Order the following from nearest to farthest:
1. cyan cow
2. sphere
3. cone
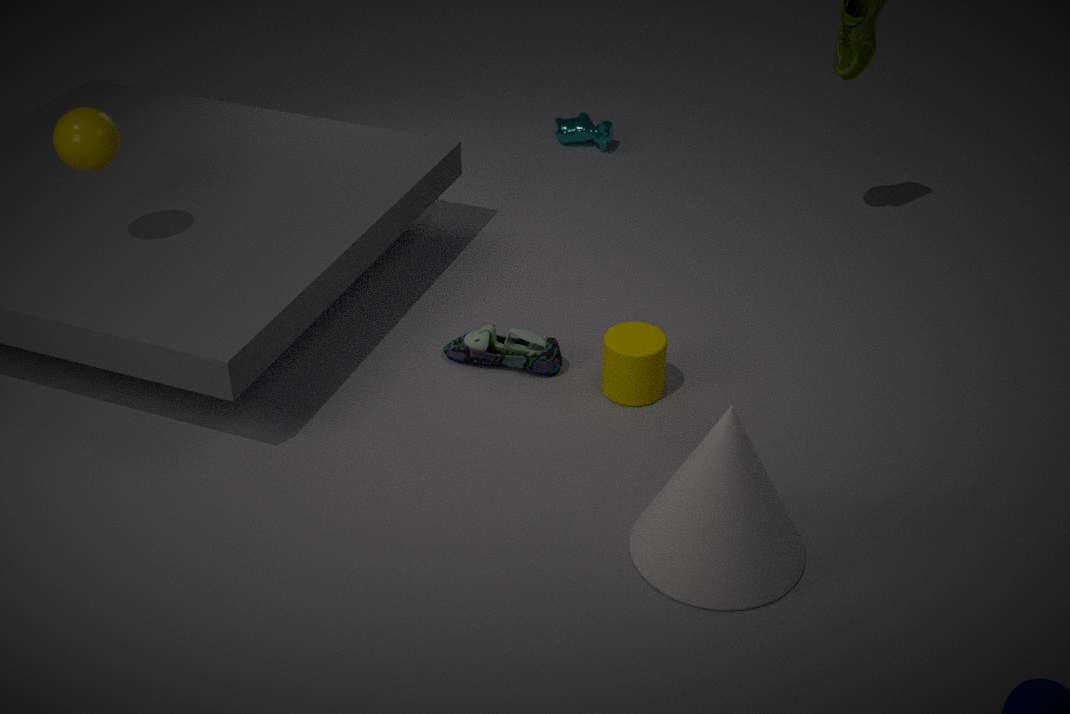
cone → sphere → cyan cow
